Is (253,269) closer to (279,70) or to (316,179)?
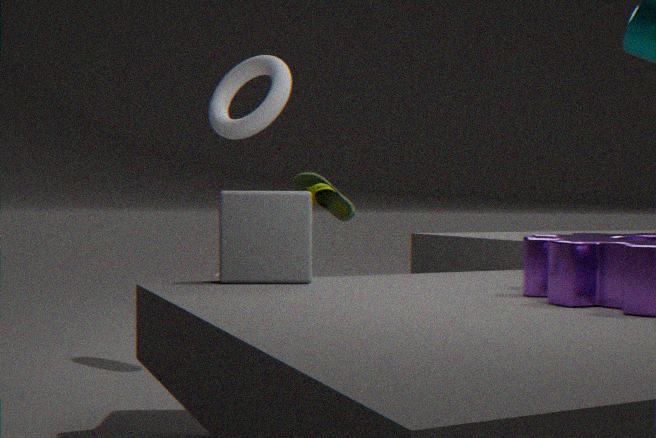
(279,70)
